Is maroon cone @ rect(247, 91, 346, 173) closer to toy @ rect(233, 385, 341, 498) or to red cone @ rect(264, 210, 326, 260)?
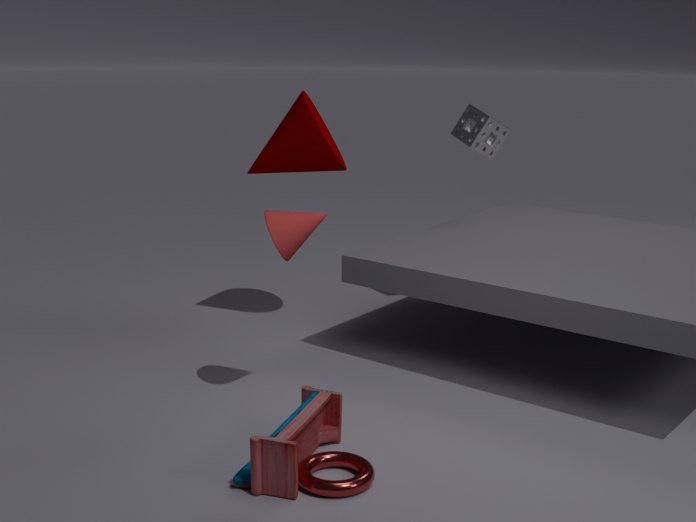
red cone @ rect(264, 210, 326, 260)
